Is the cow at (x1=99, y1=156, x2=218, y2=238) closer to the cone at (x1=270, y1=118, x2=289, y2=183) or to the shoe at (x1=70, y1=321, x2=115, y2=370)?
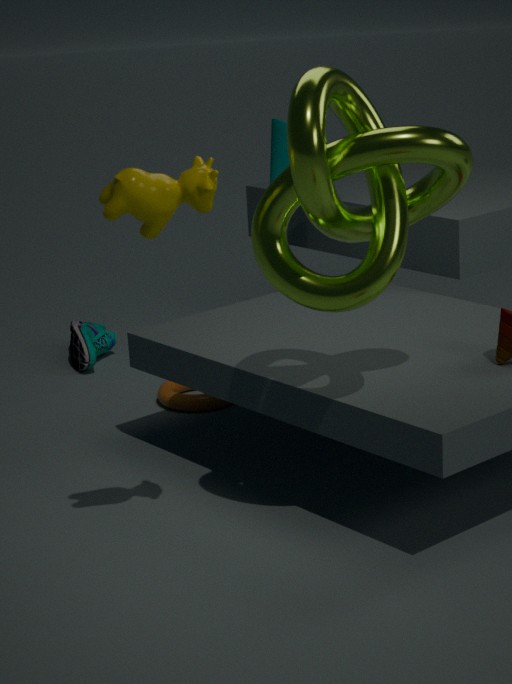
the cone at (x1=270, y1=118, x2=289, y2=183)
